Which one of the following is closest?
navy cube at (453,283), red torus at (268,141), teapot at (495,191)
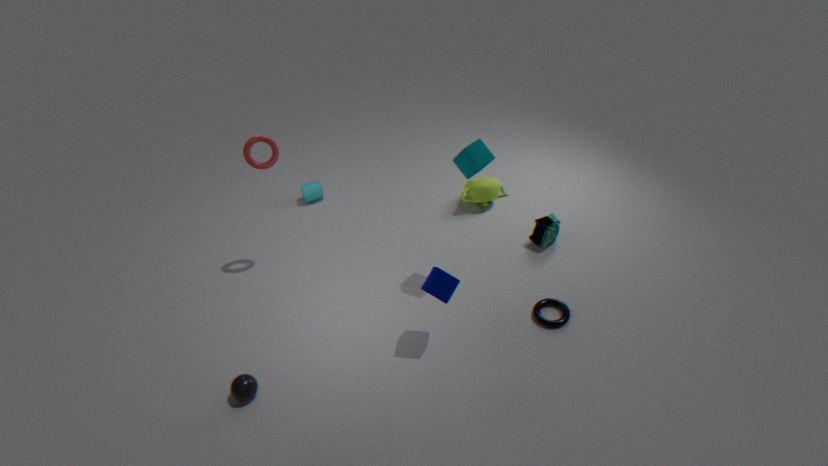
navy cube at (453,283)
